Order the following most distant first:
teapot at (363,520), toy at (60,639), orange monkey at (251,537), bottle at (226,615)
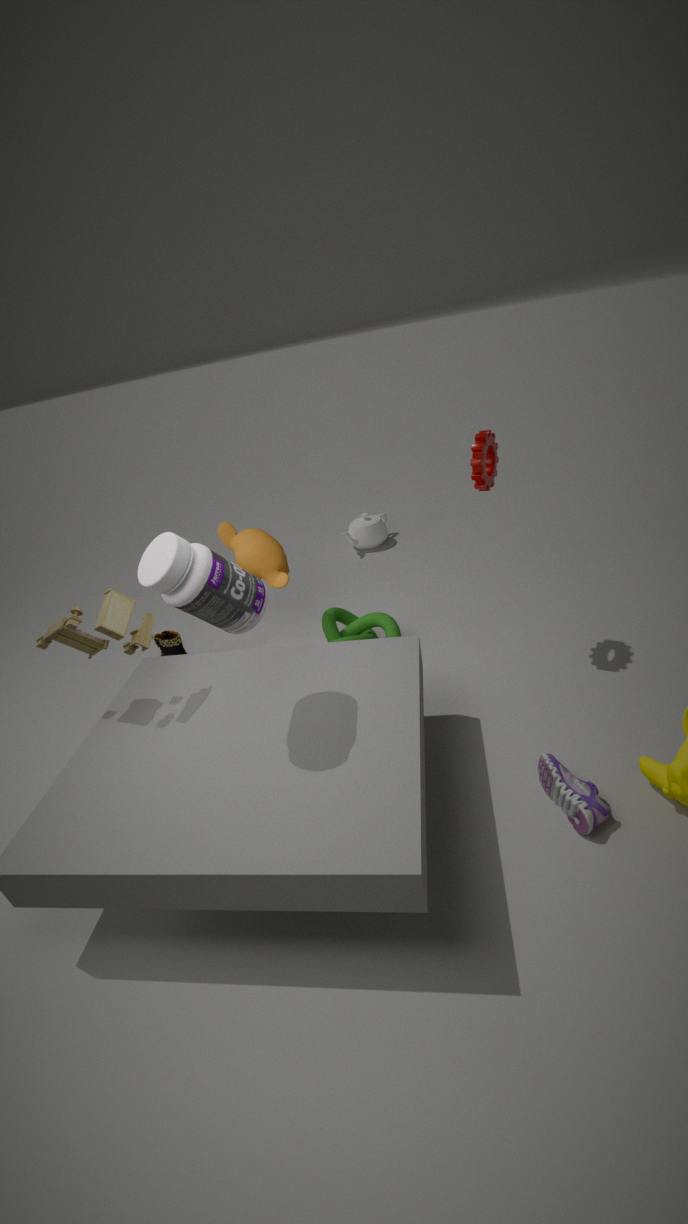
teapot at (363,520) → orange monkey at (251,537) → toy at (60,639) → bottle at (226,615)
